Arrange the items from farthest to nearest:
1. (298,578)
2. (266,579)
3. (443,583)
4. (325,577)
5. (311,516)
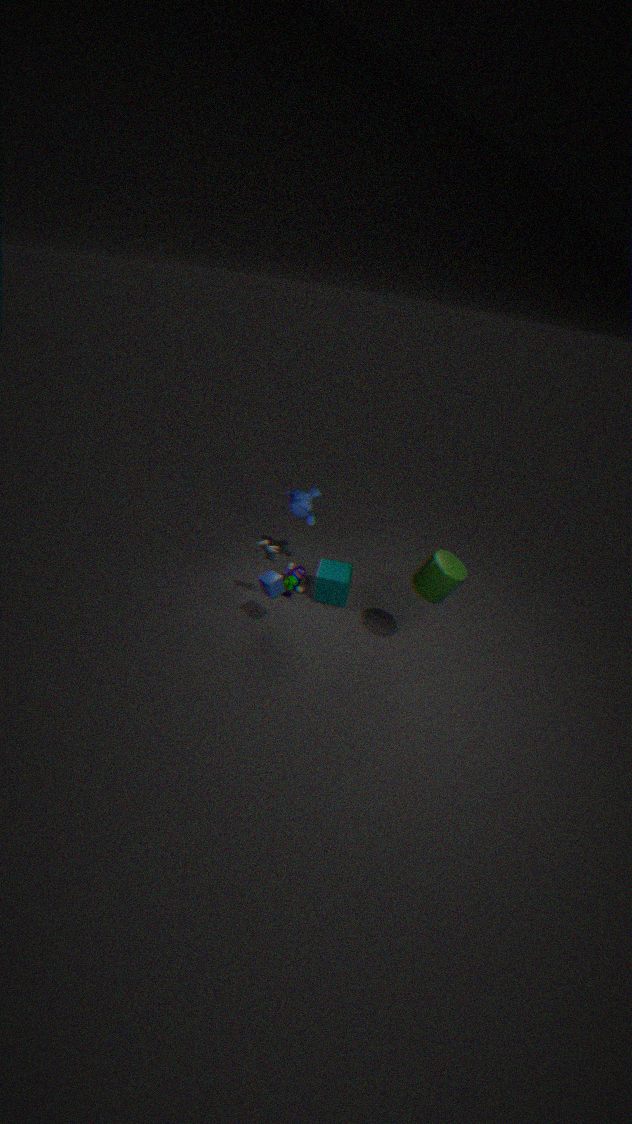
(298,578) < (311,516) < (325,577) < (266,579) < (443,583)
